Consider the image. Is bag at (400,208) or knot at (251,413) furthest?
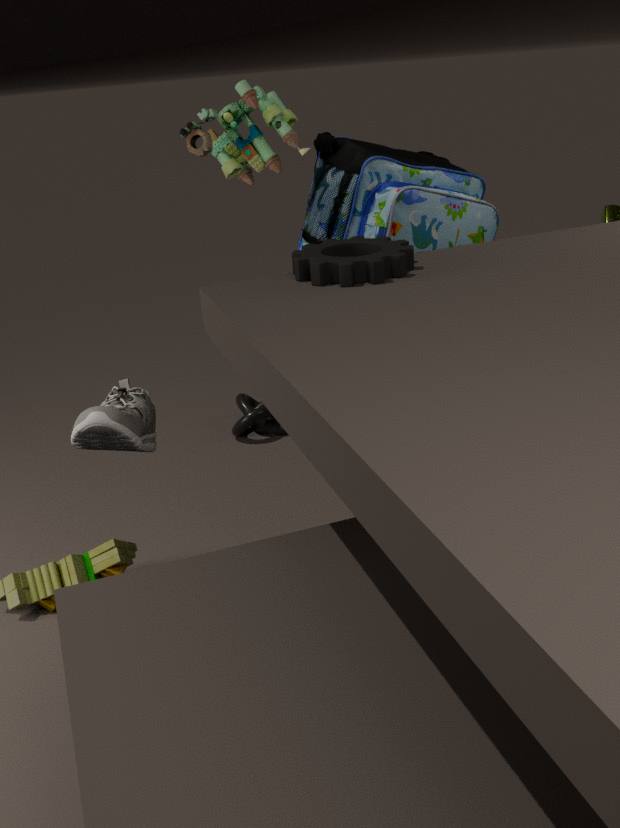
knot at (251,413)
